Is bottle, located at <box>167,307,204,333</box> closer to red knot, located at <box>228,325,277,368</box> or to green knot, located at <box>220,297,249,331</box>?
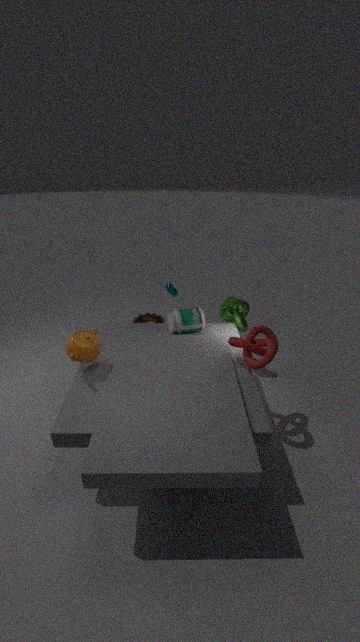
green knot, located at <box>220,297,249,331</box>
